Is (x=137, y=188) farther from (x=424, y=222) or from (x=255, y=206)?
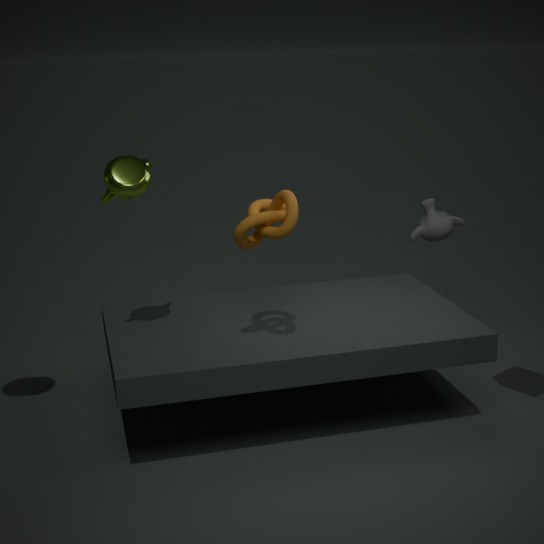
(x=424, y=222)
